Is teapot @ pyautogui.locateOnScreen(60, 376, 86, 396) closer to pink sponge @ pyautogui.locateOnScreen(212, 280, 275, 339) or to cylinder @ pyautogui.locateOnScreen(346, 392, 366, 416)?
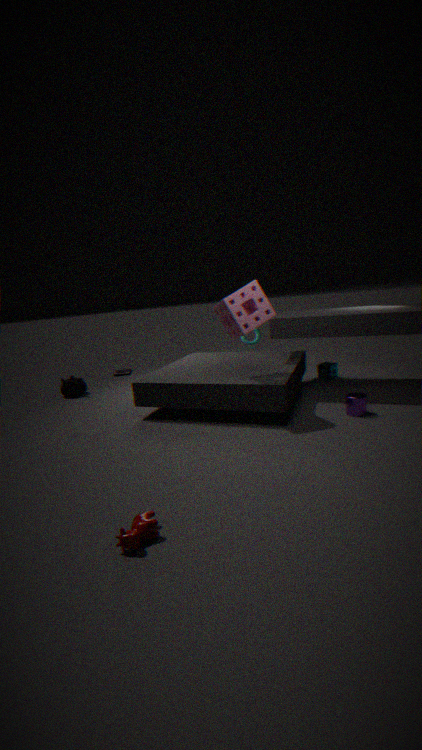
pink sponge @ pyautogui.locateOnScreen(212, 280, 275, 339)
